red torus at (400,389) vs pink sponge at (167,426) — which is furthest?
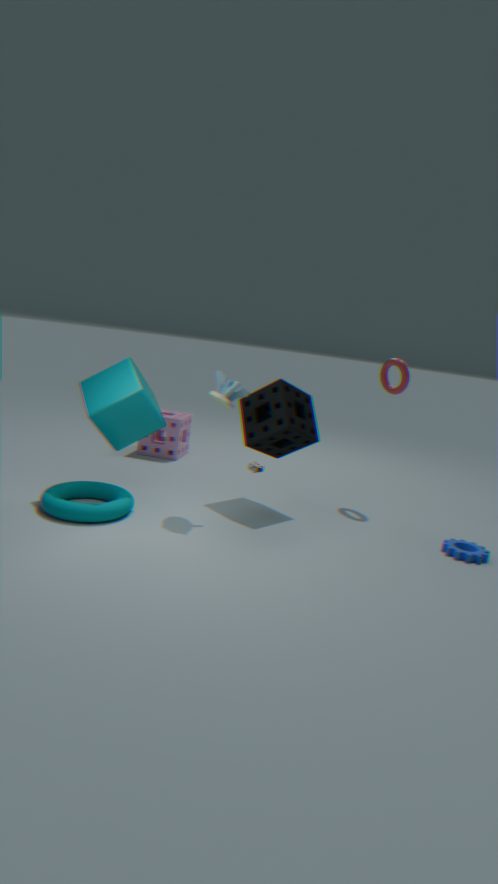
pink sponge at (167,426)
